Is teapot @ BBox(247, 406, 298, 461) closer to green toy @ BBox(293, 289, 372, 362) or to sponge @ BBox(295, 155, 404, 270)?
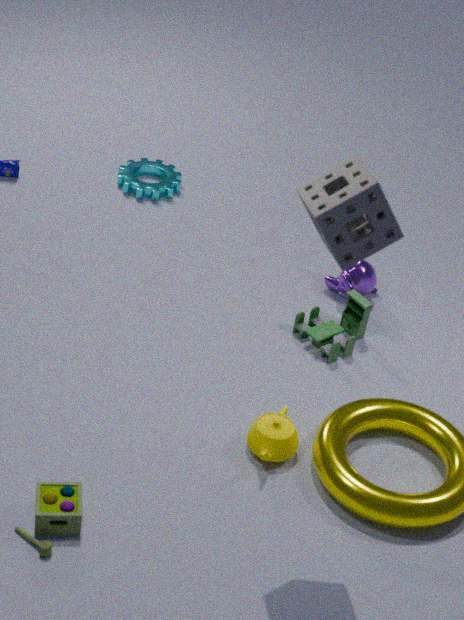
green toy @ BBox(293, 289, 372, 362)
